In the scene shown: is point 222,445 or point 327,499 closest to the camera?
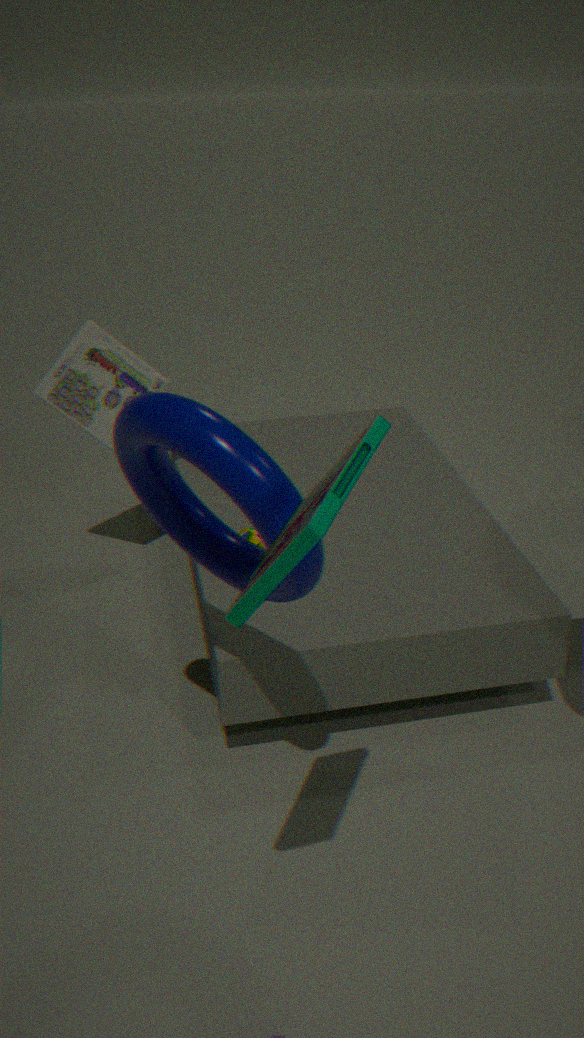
point 327,499
